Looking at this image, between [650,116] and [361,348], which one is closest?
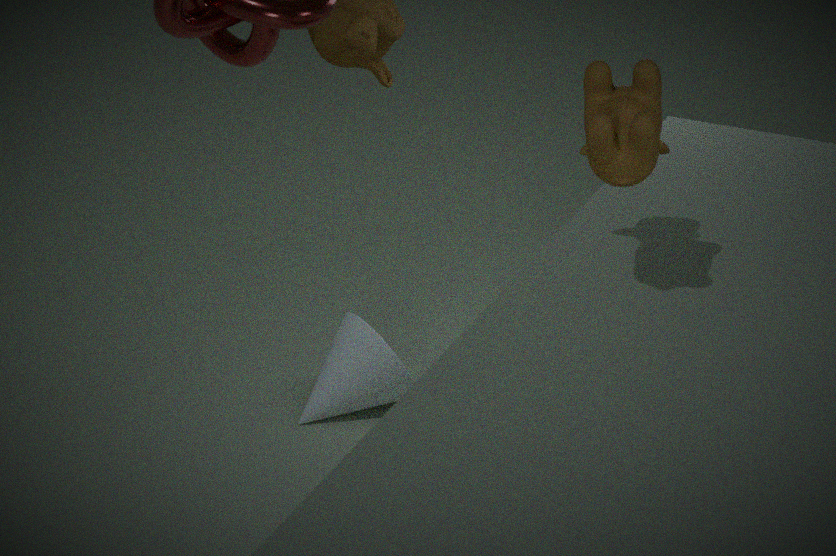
[650,116]
